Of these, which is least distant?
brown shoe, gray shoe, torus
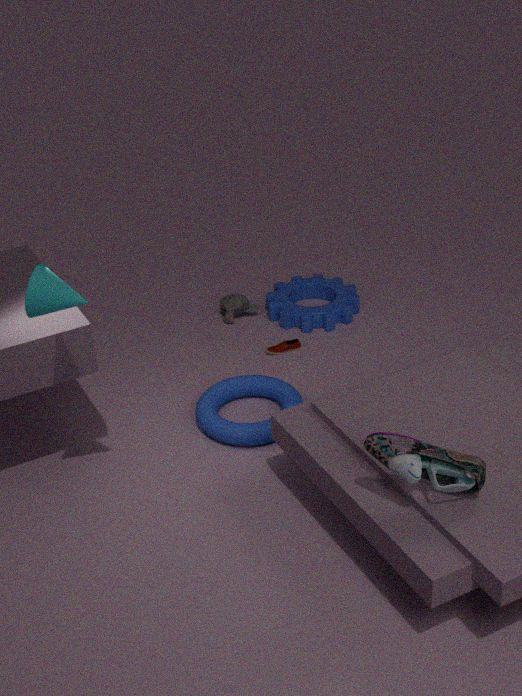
gray shoe
